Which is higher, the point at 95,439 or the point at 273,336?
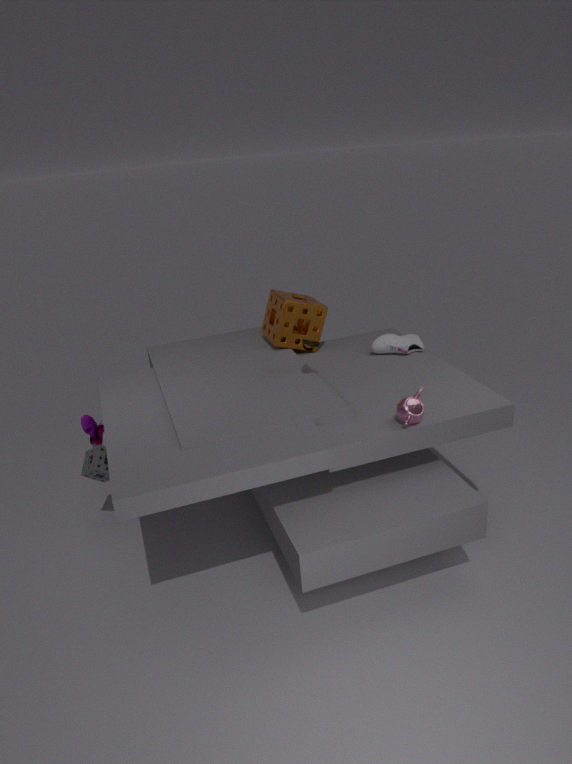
the point at 273,336
